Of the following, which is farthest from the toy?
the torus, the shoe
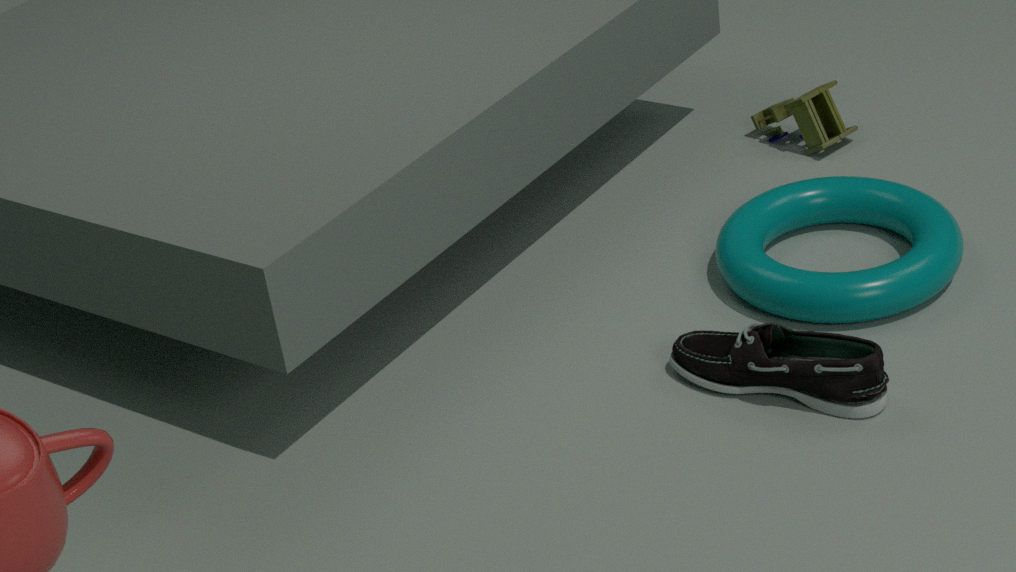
the shoe
